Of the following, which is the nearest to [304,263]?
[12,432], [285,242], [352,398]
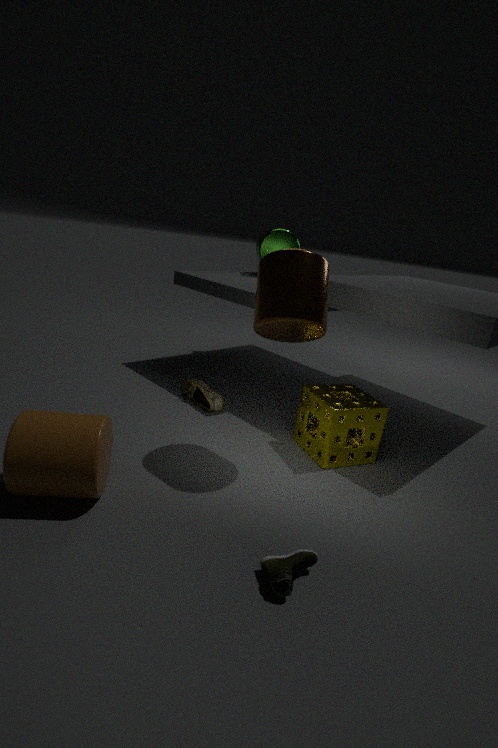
[352,398]
